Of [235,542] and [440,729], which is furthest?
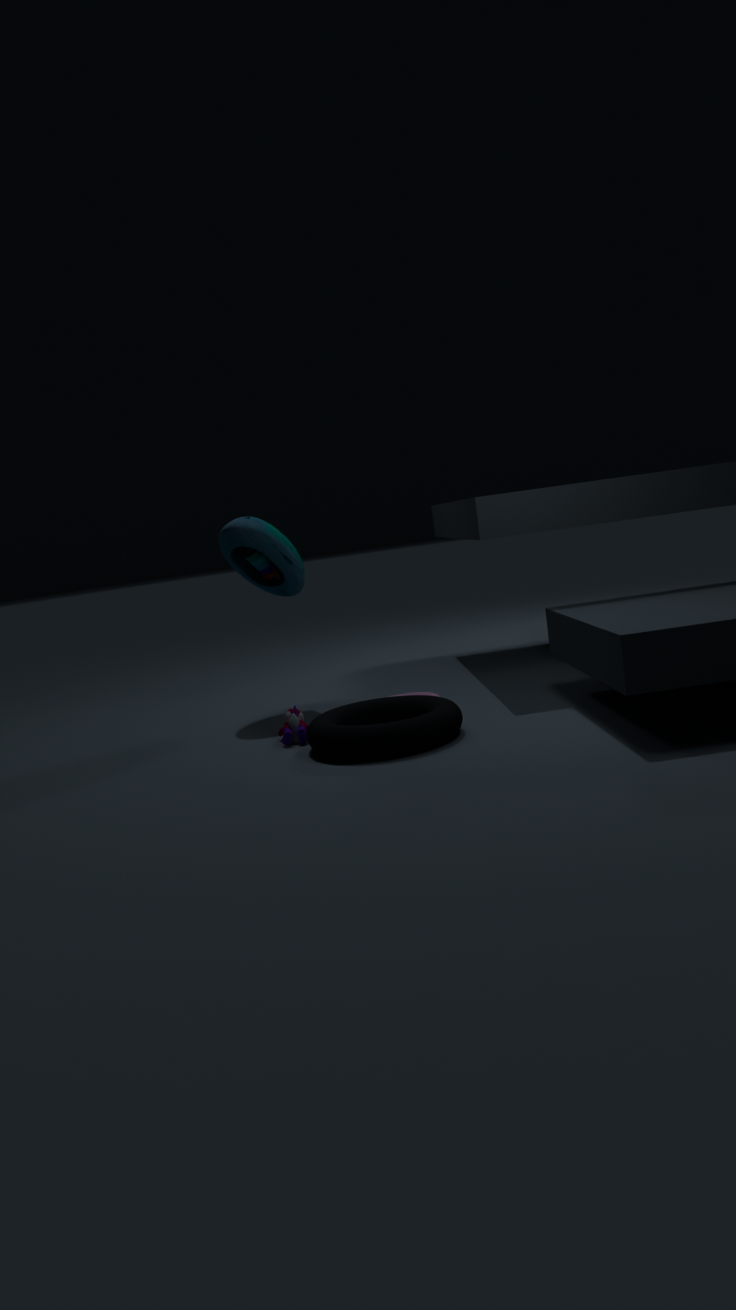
[235,542]
